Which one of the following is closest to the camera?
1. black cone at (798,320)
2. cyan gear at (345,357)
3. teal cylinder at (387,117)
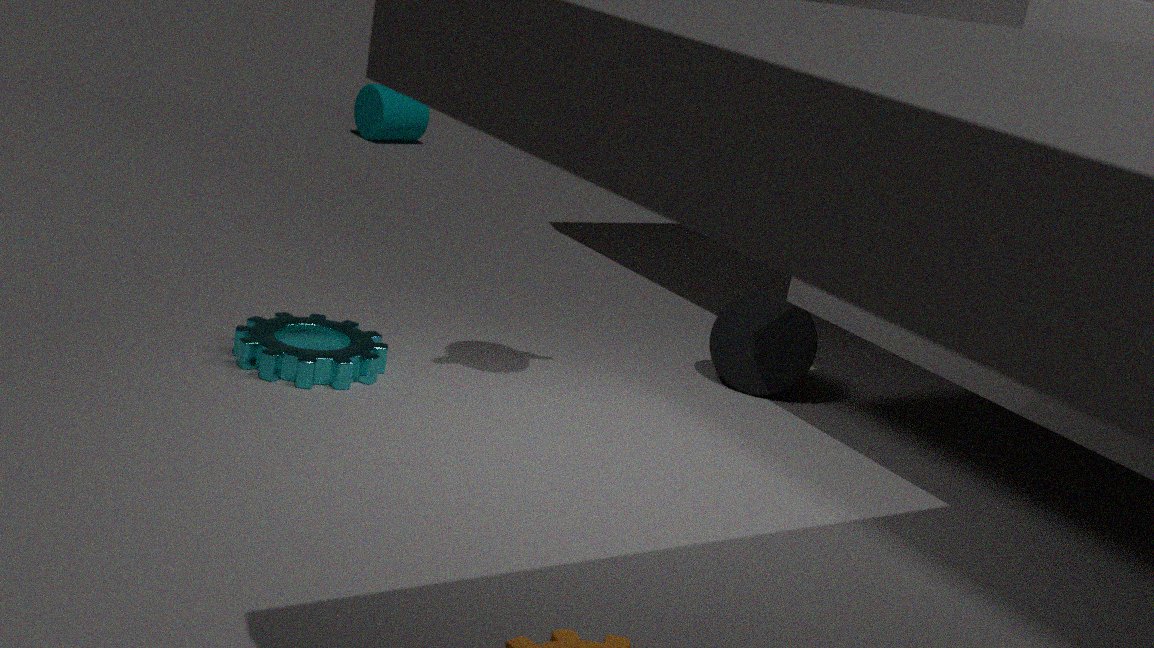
cyan gear at (345,357)
